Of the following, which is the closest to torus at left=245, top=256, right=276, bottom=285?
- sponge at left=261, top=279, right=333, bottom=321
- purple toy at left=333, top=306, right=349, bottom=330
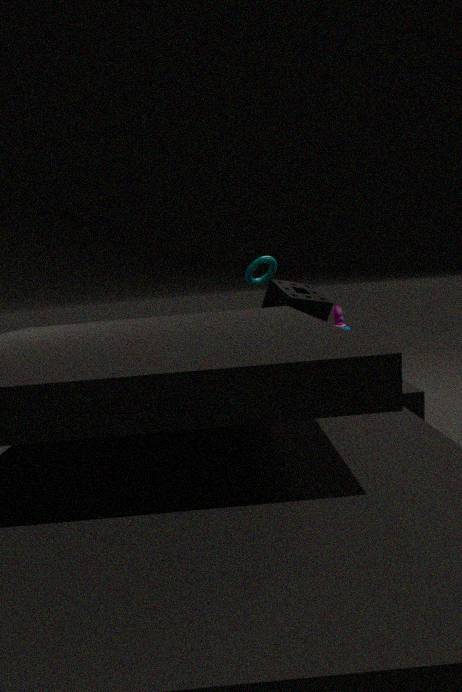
sponge at left=261, top=279, right=333, bottom=321
